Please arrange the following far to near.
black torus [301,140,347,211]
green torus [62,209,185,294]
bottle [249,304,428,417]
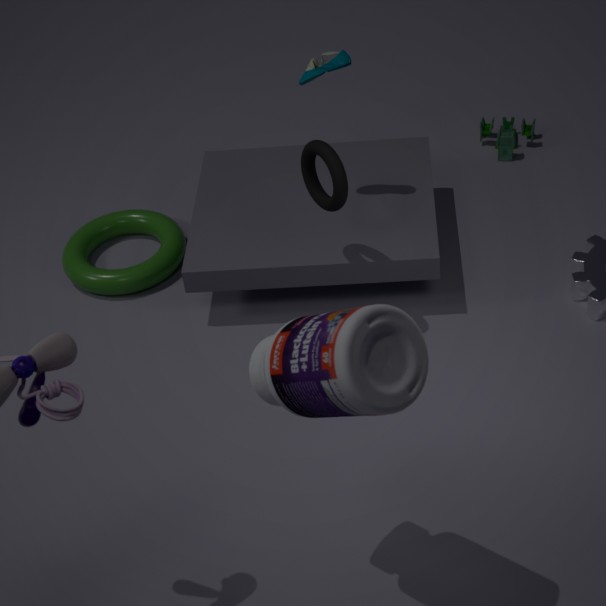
green torus [62,209,185,294] < black torus [301,140,347,211] < bottle [249,304,428,417]
